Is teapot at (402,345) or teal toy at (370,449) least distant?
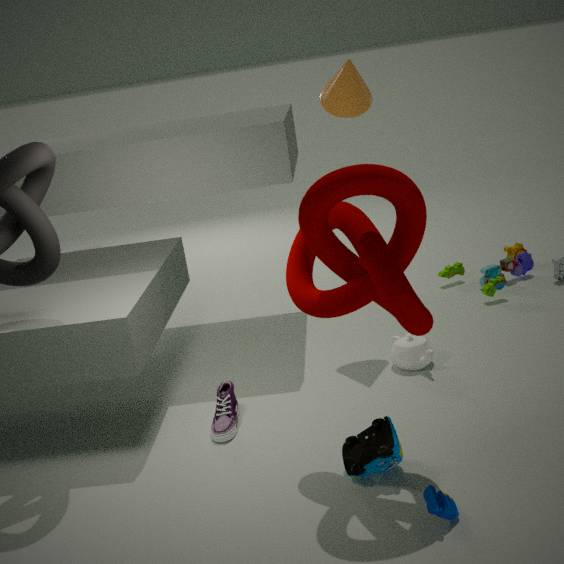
teal toy at (370,449)
